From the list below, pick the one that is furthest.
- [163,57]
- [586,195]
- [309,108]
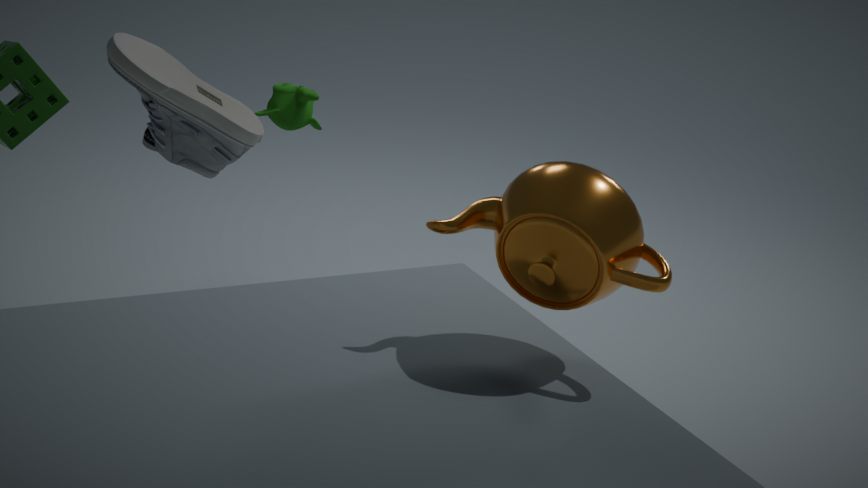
[309,108]
